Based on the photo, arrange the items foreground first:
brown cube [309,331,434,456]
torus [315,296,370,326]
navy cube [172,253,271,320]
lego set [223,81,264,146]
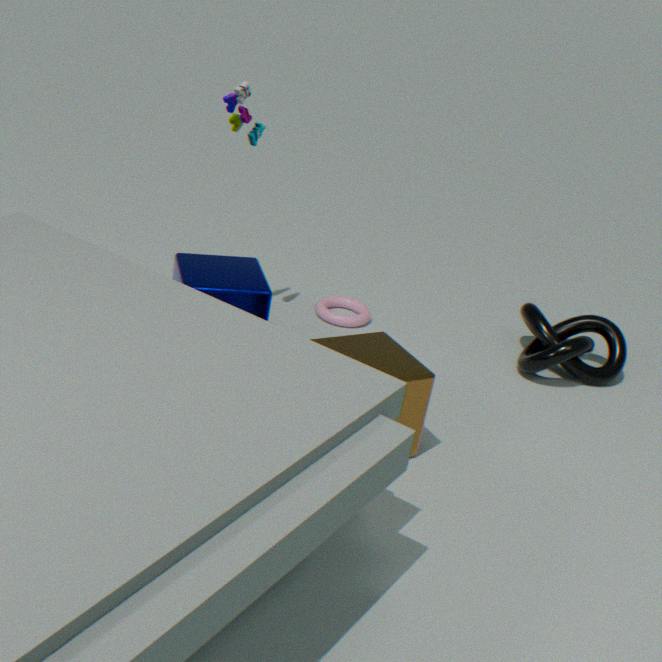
1. brown cube [309,331,434,456]
2. navy cube [172,253,271,320]
3. lego set [223,81,264,146]
4. torus [315,296,370,326]
